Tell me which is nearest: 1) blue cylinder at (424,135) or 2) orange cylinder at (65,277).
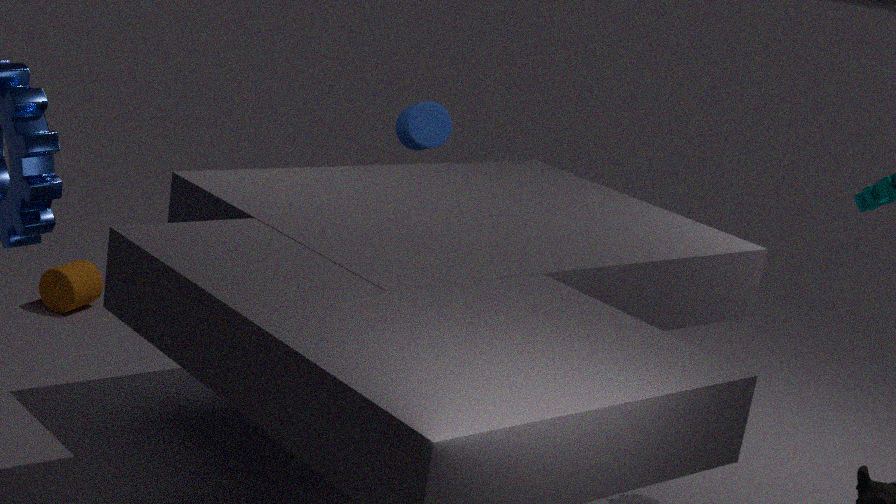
1. blue cylinder at (424,135)
